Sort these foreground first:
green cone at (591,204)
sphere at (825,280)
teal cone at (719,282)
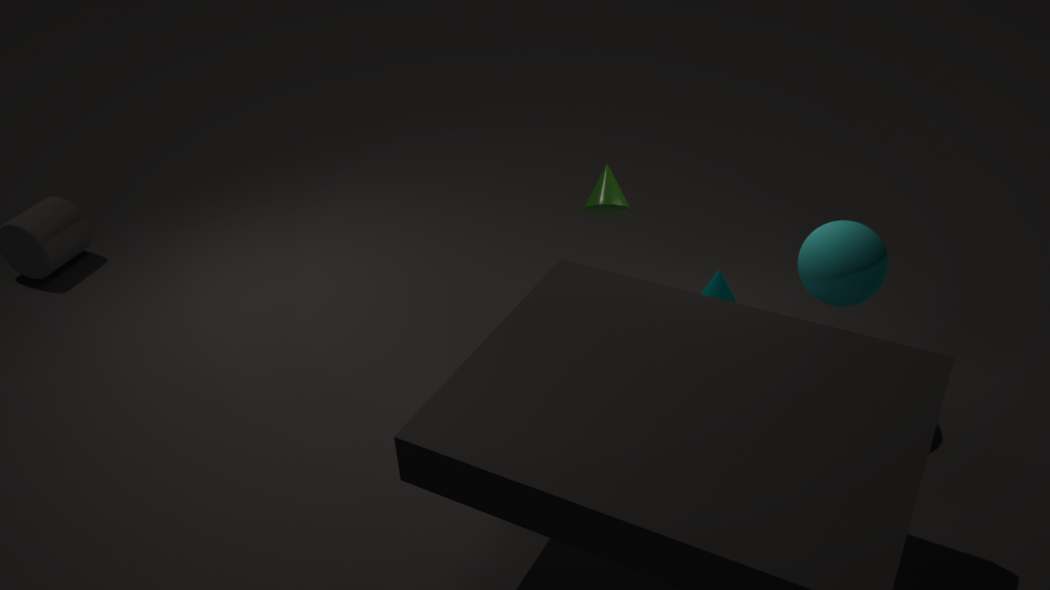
sphere at (825,280) → green cone at (591,204) → teal cone at (719,282)
